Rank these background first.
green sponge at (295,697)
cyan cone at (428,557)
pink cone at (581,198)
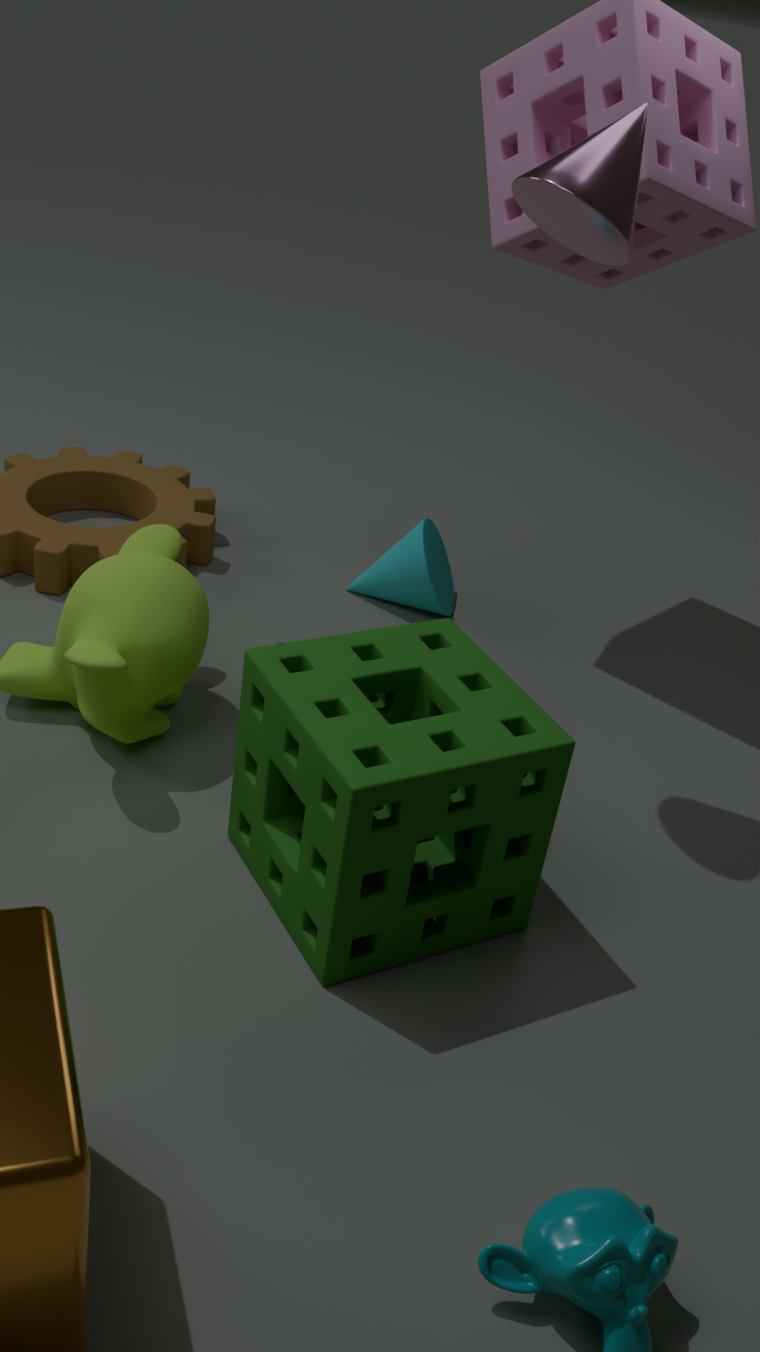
cyan cone at (428,557)
pink cone at (581,198)
green sponge at (295,697)
